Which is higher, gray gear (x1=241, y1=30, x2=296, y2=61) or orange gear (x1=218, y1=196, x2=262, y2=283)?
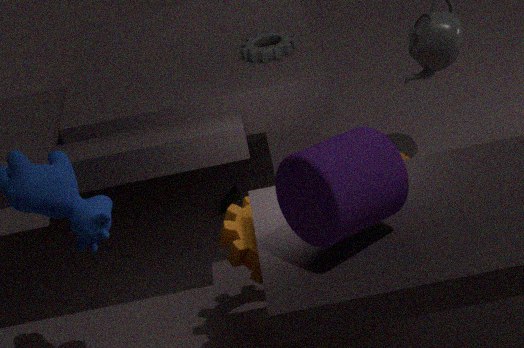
gray gear (x1=241, y1=30, x2=296, y2=61)
